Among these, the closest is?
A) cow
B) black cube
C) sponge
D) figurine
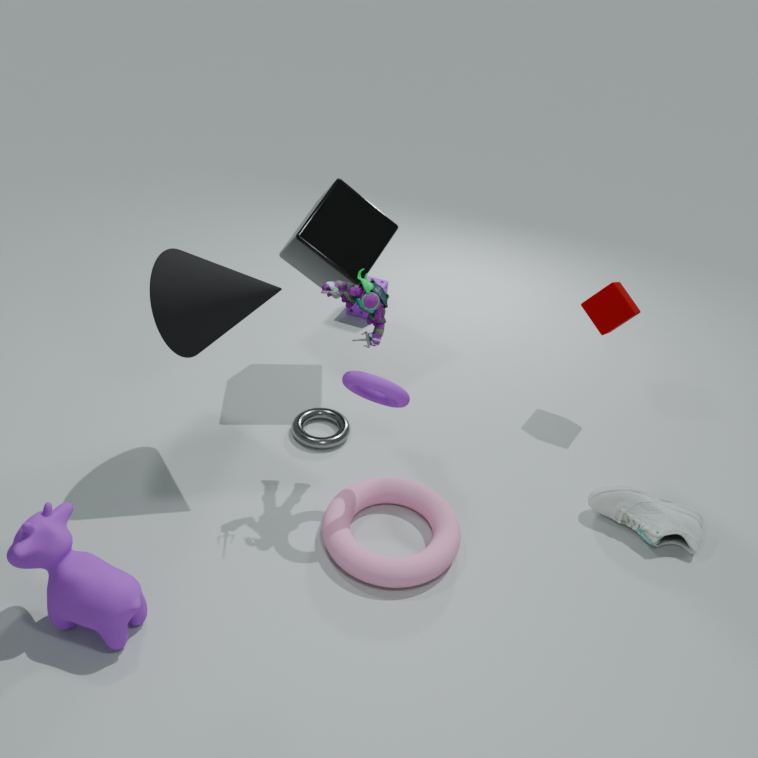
cow
